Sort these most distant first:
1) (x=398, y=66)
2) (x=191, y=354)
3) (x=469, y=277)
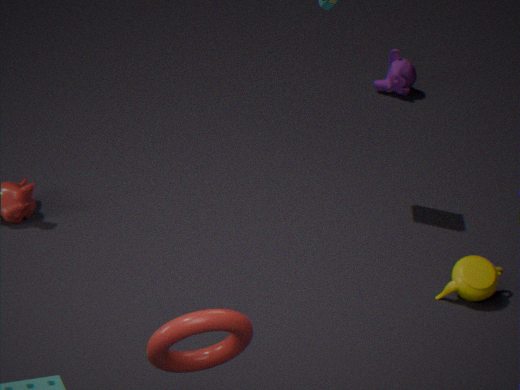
1. (x=398, y=66) < 3. (x=469, y=277) < 2. (x=191, y=354)
